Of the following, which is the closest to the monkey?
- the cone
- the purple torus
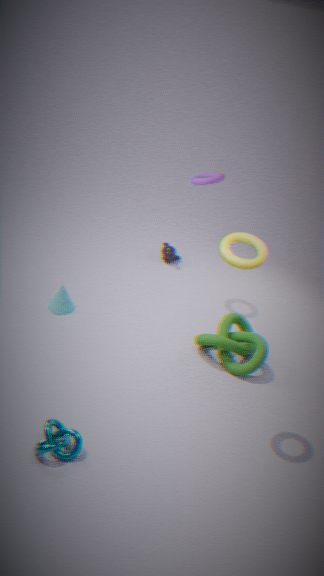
the purple torus
